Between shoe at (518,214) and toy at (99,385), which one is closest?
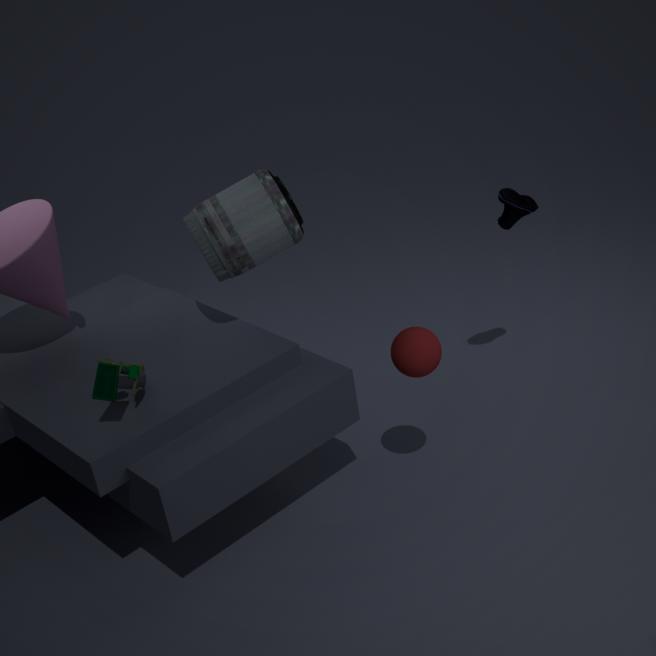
toy at (99,385)
